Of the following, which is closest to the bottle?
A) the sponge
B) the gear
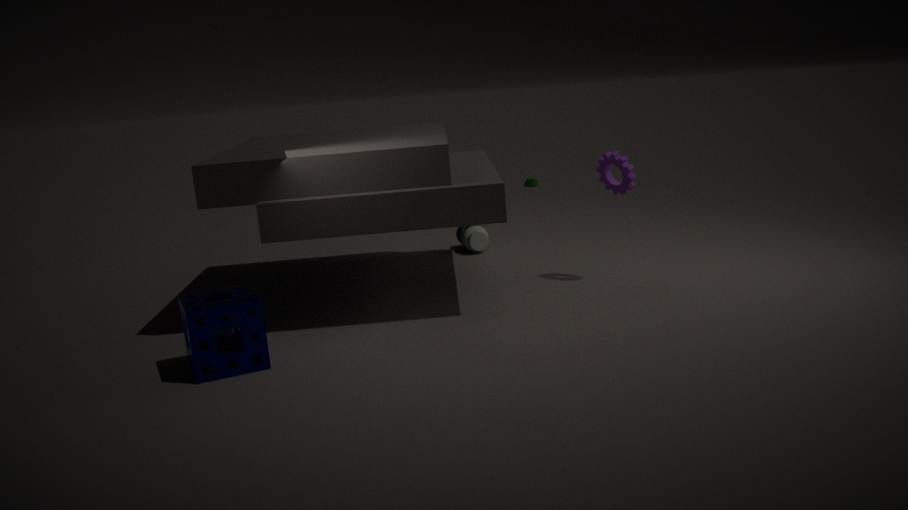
the gear
